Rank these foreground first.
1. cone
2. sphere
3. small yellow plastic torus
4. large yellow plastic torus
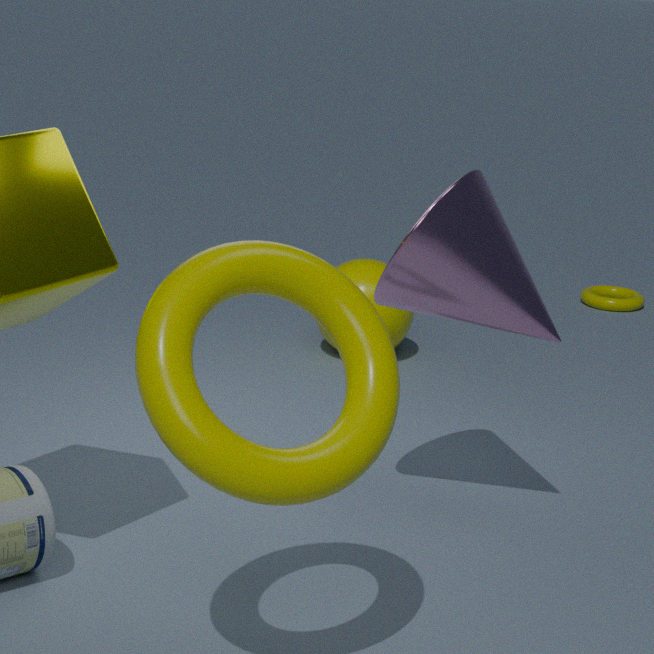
large yellow plastic torus → cone → sphere → small yellow plastic torus
